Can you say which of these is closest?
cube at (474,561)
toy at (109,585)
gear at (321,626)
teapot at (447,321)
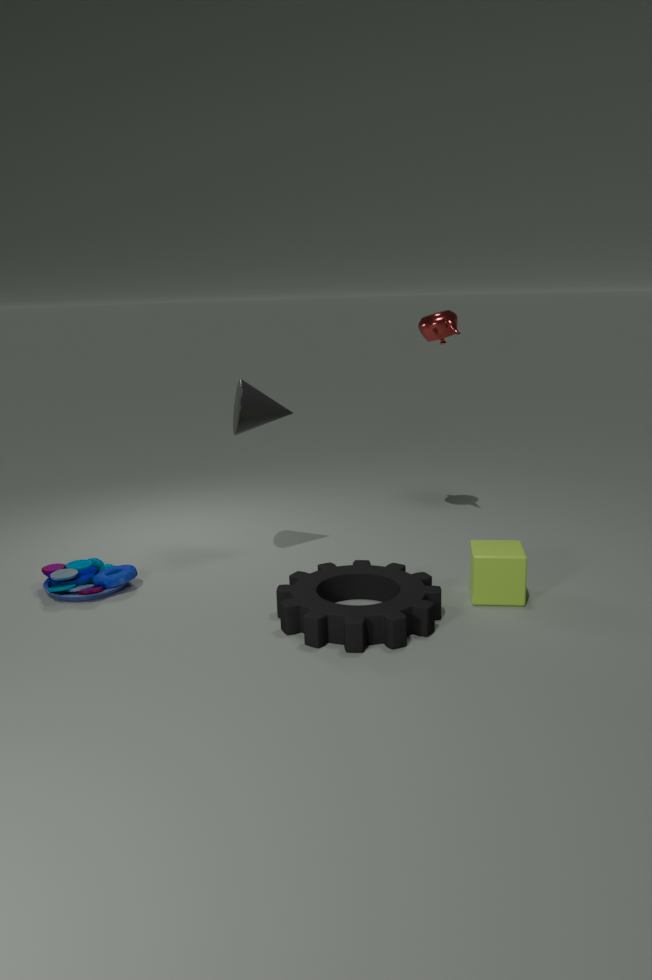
gear at (321,626)
